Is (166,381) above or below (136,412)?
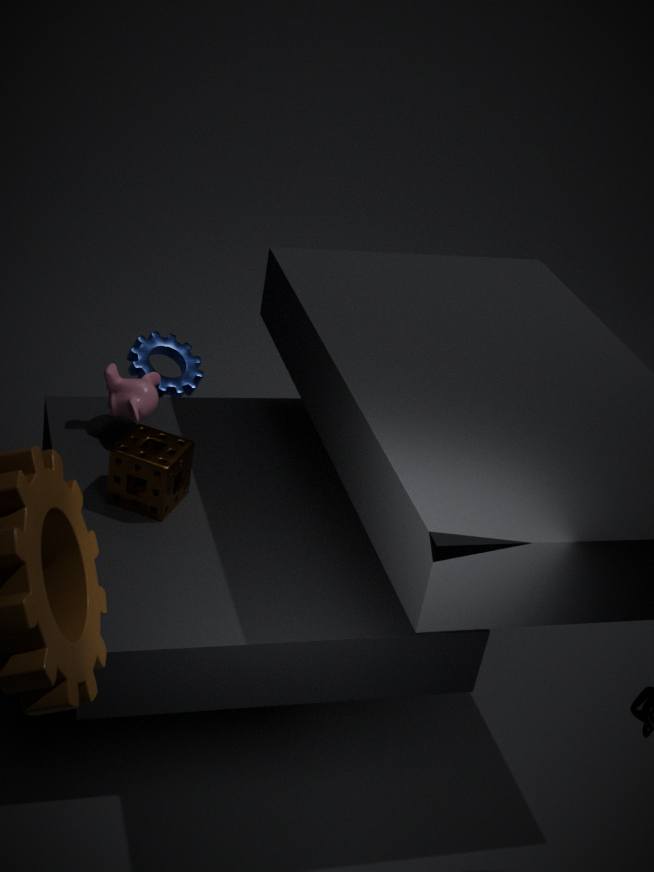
below
